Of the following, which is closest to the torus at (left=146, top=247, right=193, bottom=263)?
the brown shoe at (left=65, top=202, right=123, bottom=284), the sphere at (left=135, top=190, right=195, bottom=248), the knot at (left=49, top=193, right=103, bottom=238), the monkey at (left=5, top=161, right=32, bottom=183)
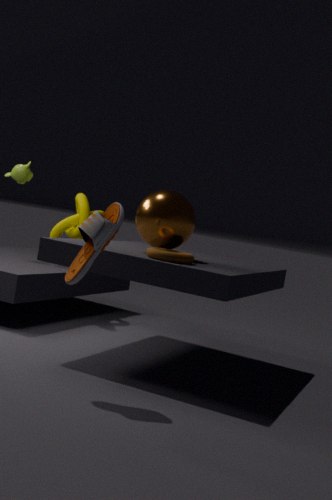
the sphere at (left=135, top=190, right=195, bottom=248)
